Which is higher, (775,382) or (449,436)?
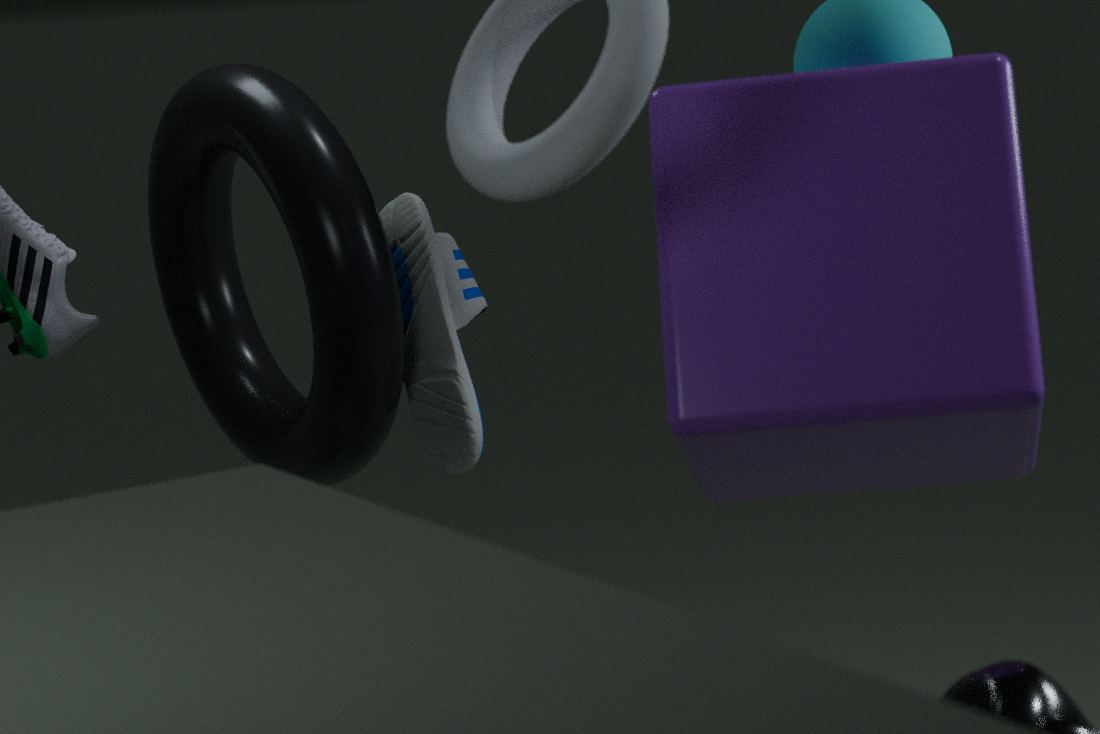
(775,382)
